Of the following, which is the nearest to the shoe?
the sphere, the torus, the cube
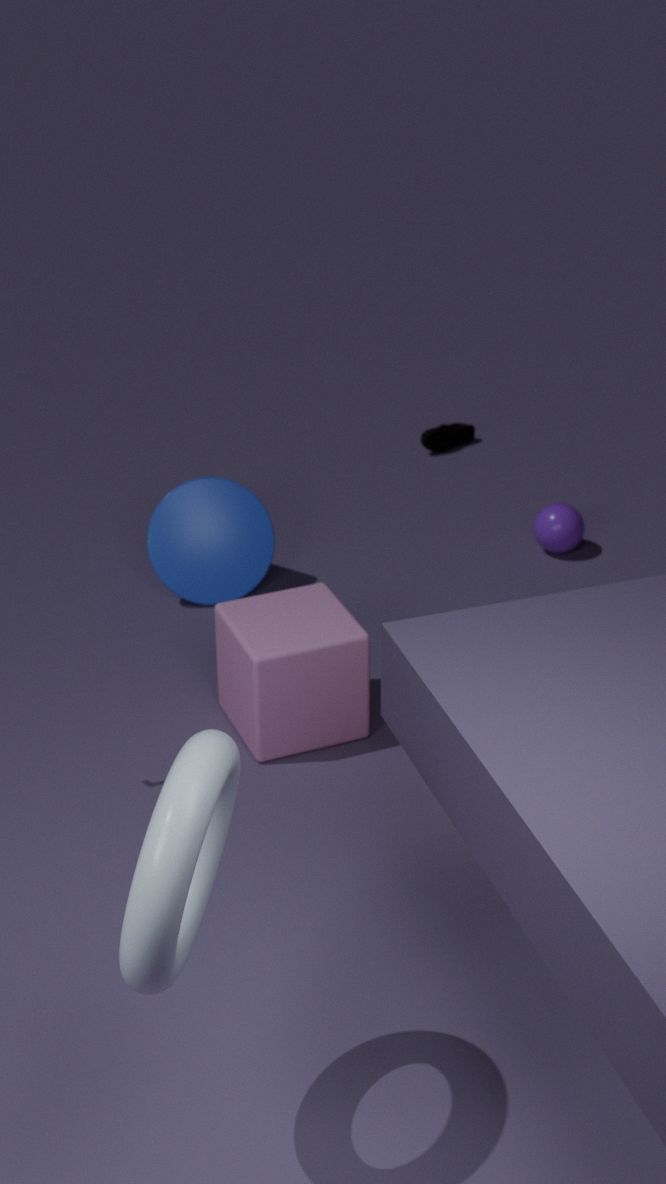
the sphere
